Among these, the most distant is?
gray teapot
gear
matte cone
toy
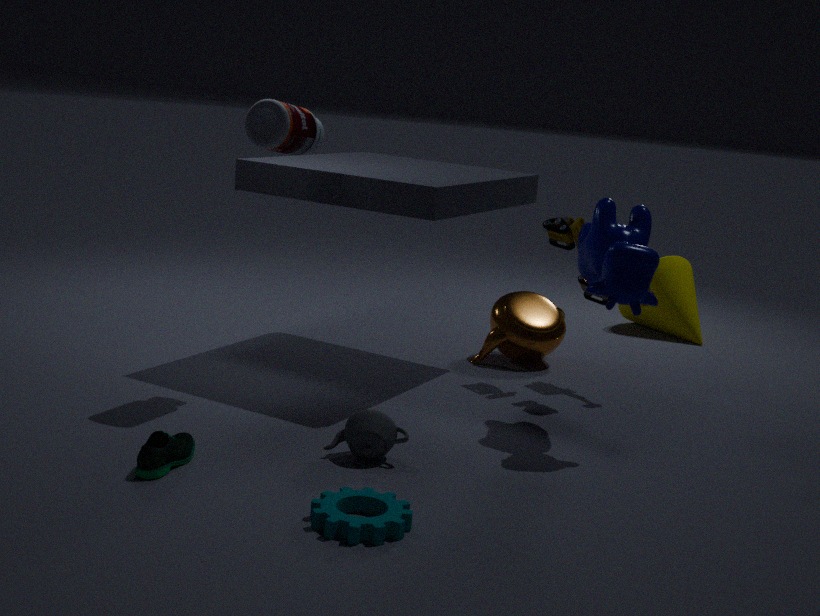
matte cone
